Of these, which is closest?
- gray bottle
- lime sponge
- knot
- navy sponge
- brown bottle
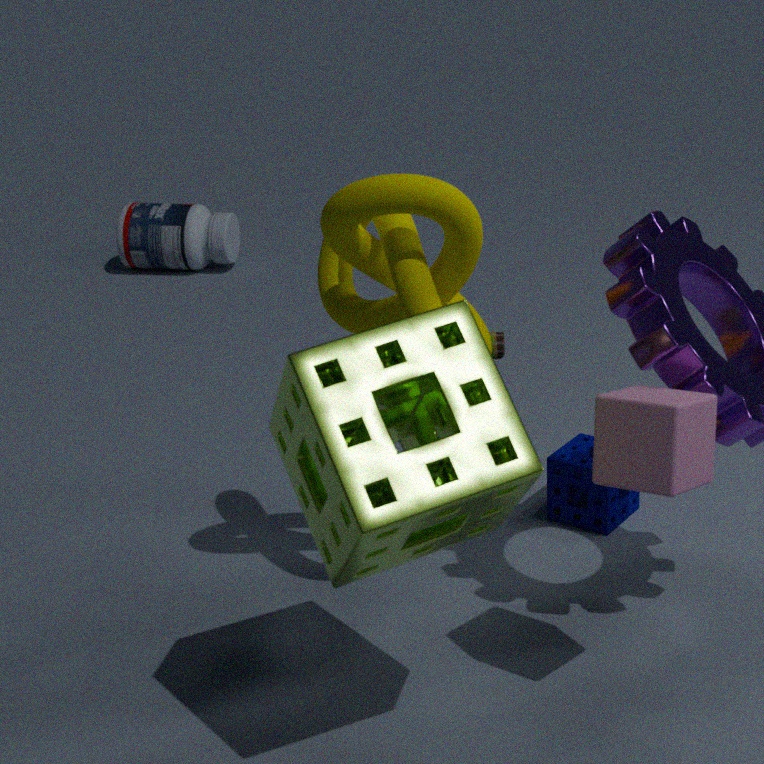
lime sponge
